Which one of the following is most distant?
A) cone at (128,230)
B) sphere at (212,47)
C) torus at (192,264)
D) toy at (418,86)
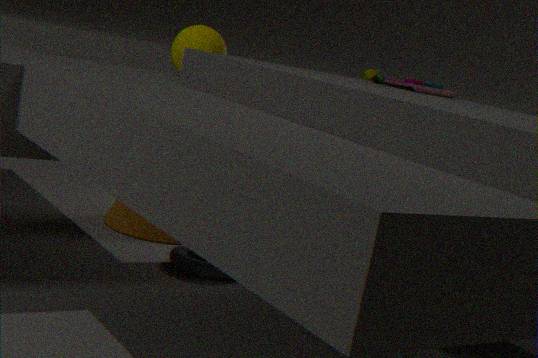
cone at (128,230)
